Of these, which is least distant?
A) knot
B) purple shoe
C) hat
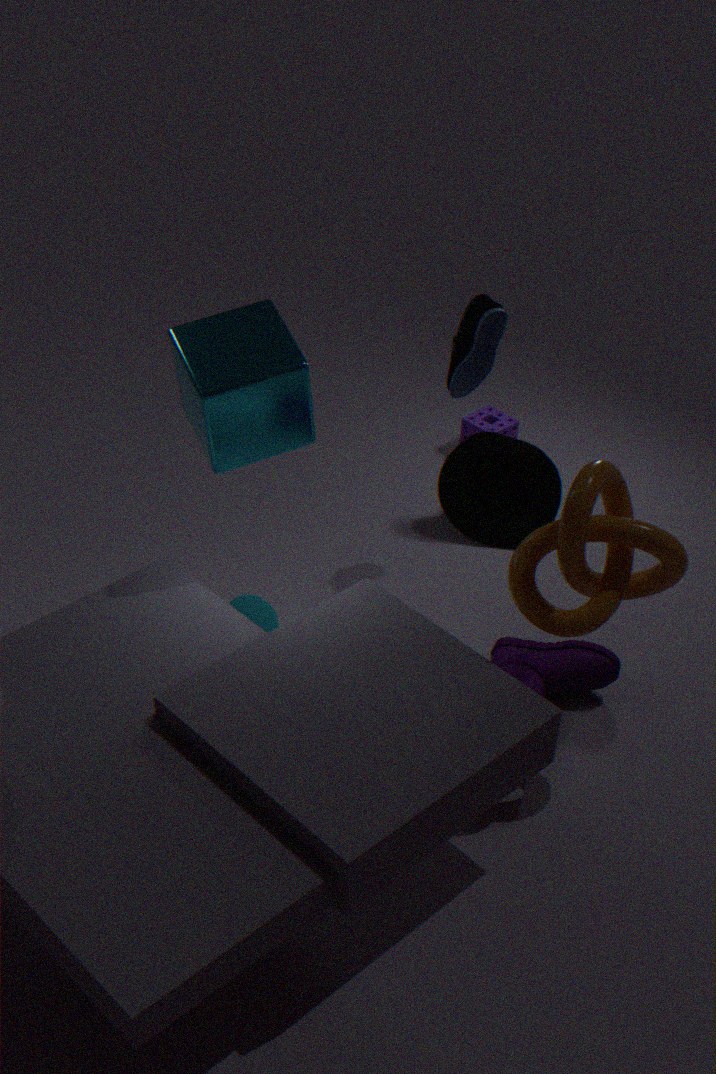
knot
